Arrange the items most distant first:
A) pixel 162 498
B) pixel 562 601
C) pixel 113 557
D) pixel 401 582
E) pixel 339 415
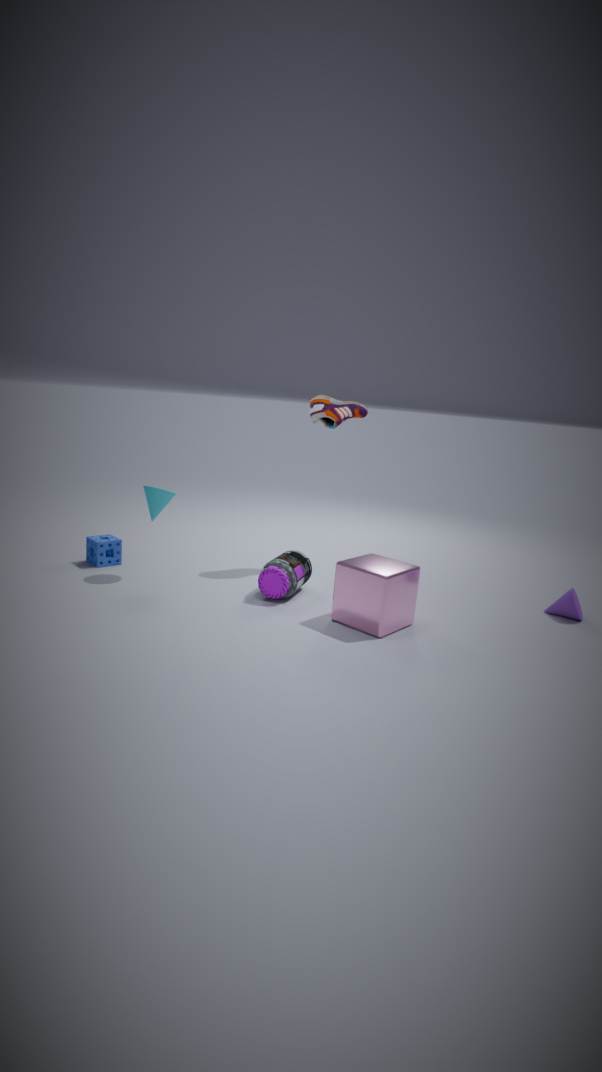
pixel 339 415 → pixel 113 557 → pixel 162 498 → pixel 562 601 → pixel 401 582
